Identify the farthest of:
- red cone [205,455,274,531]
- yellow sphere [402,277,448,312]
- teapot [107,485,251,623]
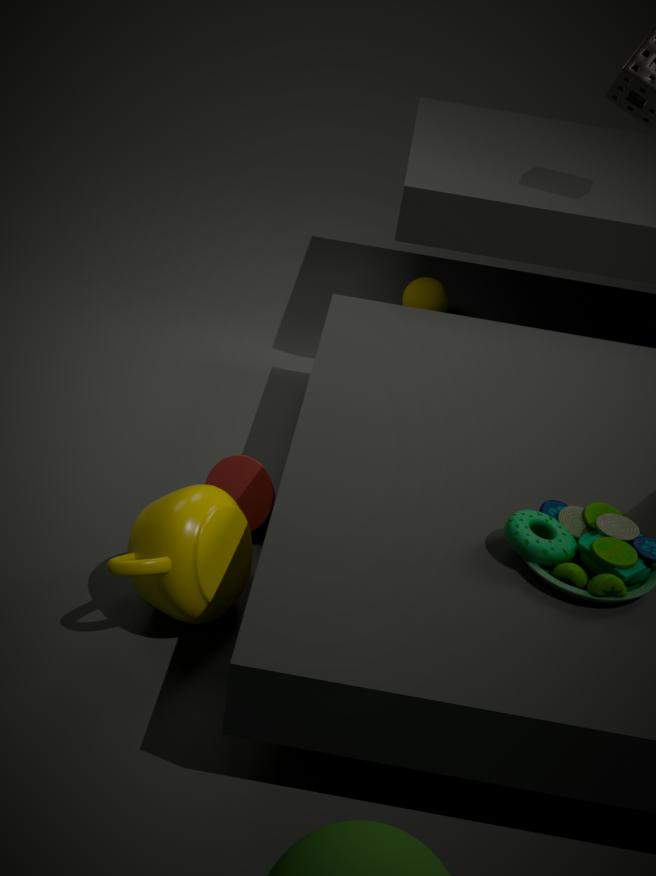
yellow sphere [402,277,448,312]
